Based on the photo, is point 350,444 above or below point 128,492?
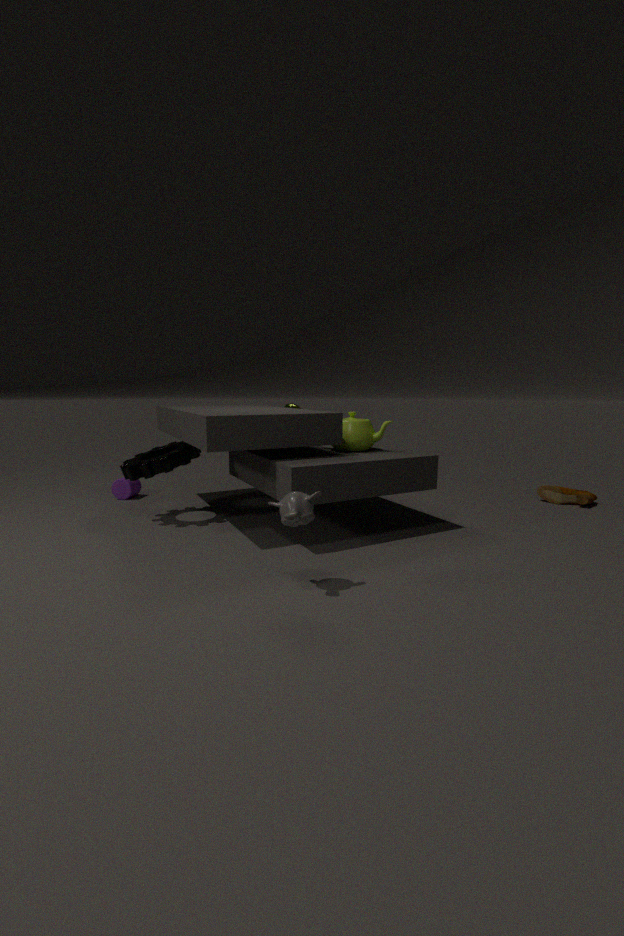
above
